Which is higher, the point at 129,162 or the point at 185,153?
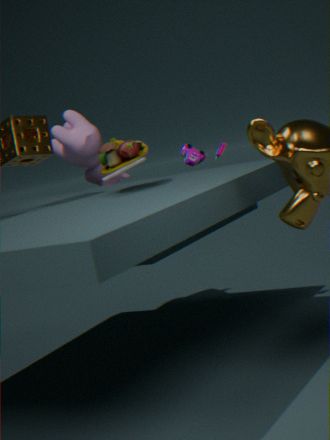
the point at 129,162
